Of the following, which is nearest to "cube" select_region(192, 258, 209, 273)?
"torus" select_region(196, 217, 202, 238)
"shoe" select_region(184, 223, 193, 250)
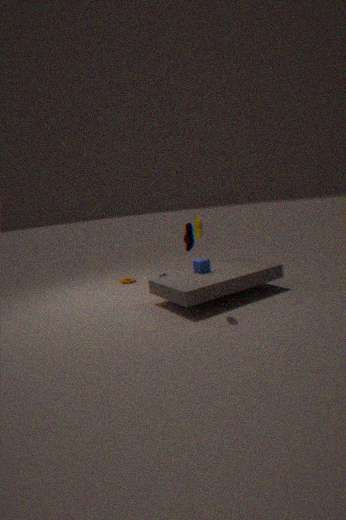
"shoe" select_region(184, 223, 193, 250)
